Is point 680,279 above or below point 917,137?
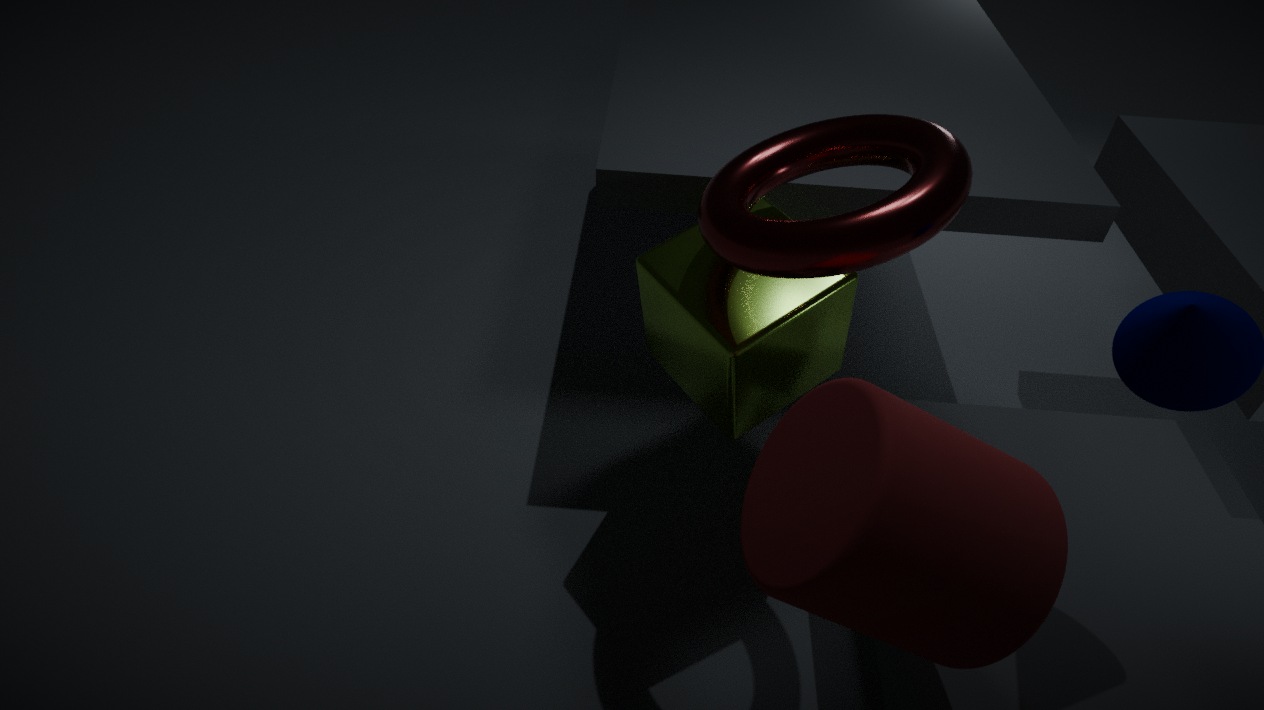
below
